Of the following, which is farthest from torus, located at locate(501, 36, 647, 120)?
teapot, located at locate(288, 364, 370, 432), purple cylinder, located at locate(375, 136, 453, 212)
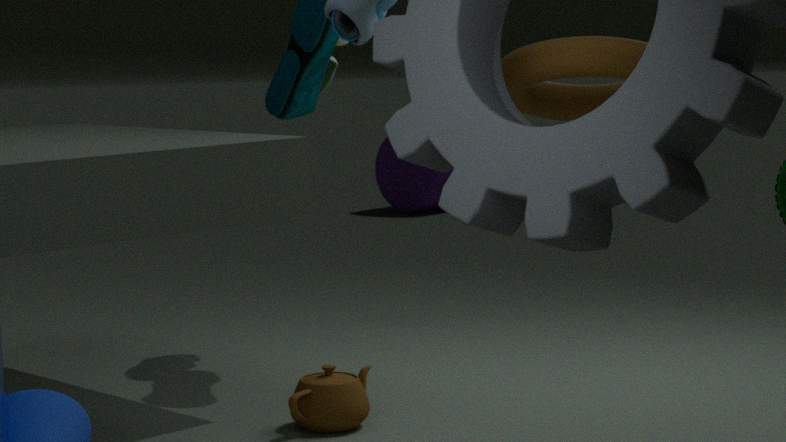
purple cylinder, located at locate(375, 136, 453, 212)
